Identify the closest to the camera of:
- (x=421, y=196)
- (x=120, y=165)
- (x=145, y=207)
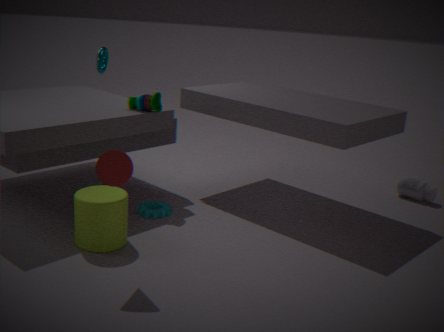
(x=120, y=165)
